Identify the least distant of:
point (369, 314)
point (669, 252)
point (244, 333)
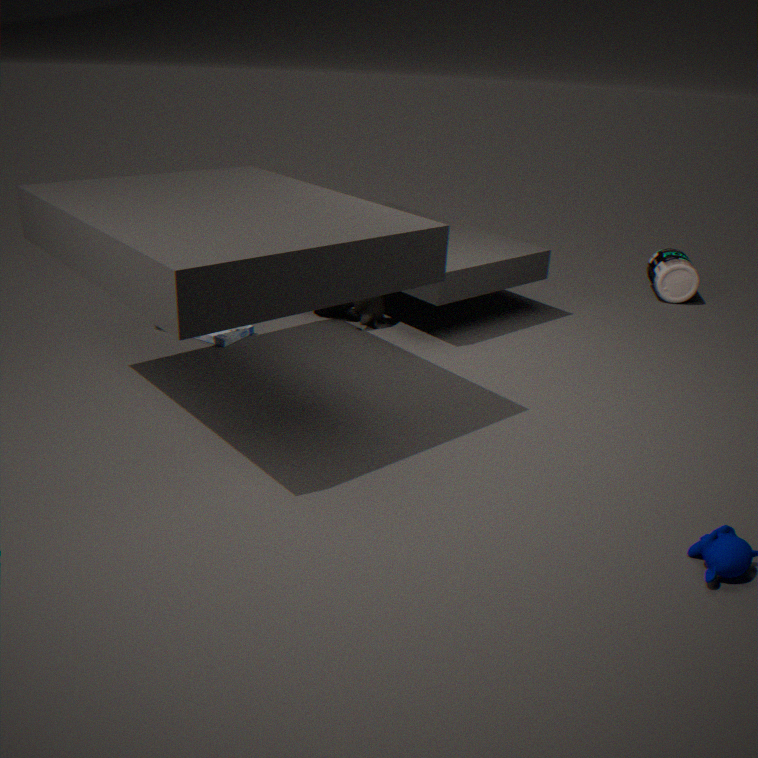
point (244, 333)
